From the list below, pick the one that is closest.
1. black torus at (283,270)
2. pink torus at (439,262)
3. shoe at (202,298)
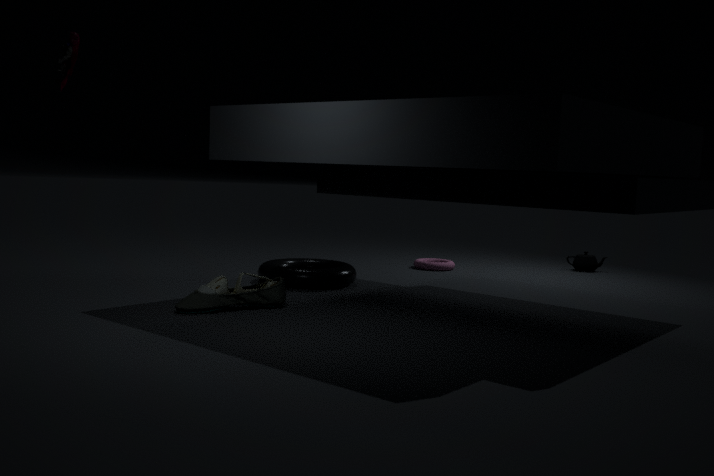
shoe at (202,298)
